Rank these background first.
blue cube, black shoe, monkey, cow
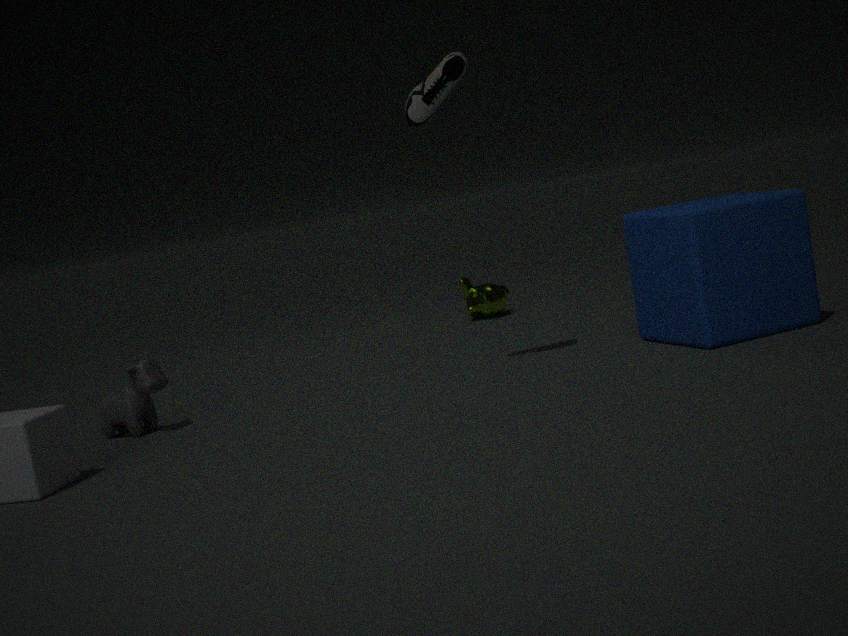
monkey < cow < black shoe < blue cube
